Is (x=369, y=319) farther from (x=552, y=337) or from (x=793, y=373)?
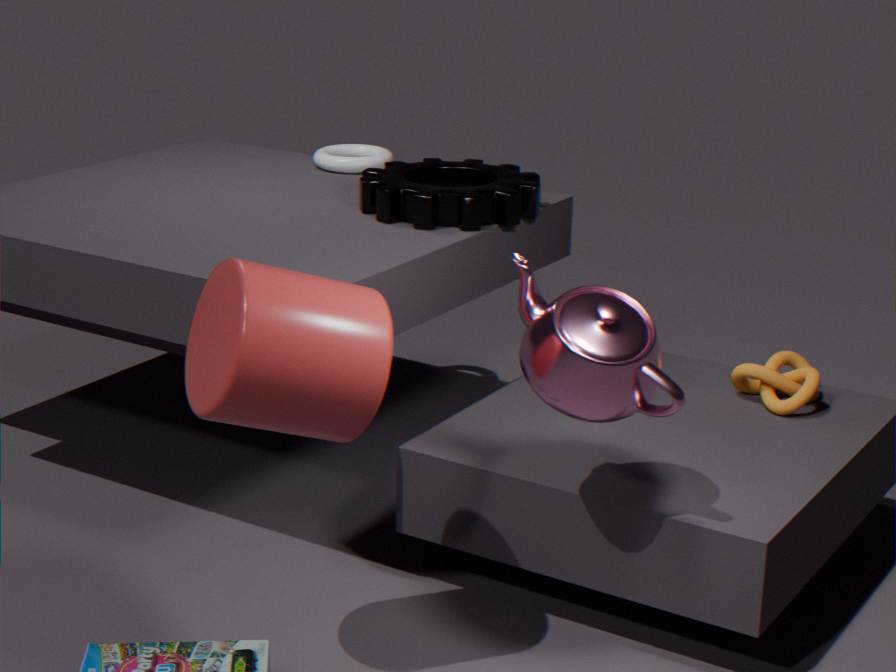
(x=793, y=373)
